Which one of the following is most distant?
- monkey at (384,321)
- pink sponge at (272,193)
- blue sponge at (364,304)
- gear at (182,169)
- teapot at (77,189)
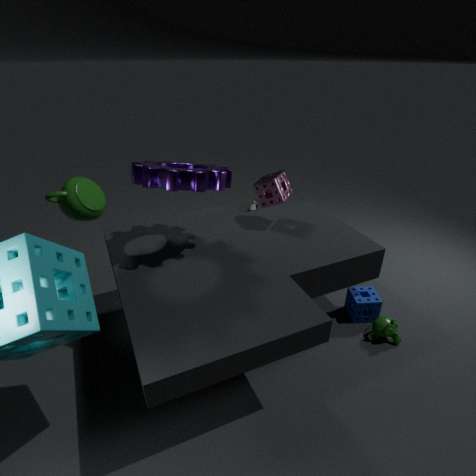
teapot at (77,189)
